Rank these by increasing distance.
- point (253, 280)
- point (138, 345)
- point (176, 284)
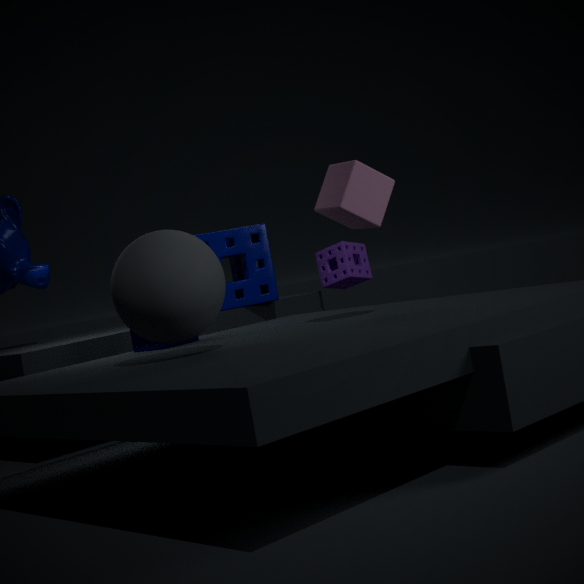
point (176, 284) < point (138, 345) < point (253, 280)
